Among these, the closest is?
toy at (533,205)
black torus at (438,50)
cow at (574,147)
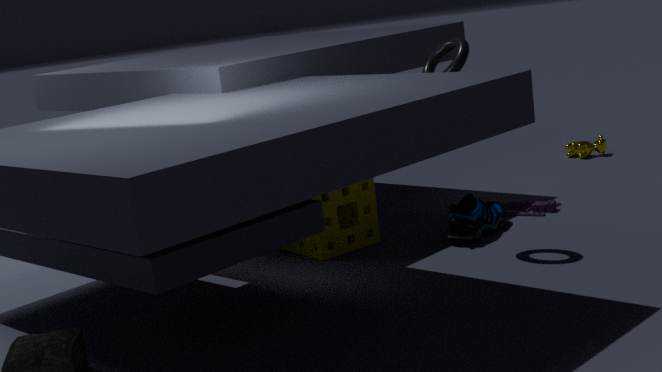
black torus at (438,50)
